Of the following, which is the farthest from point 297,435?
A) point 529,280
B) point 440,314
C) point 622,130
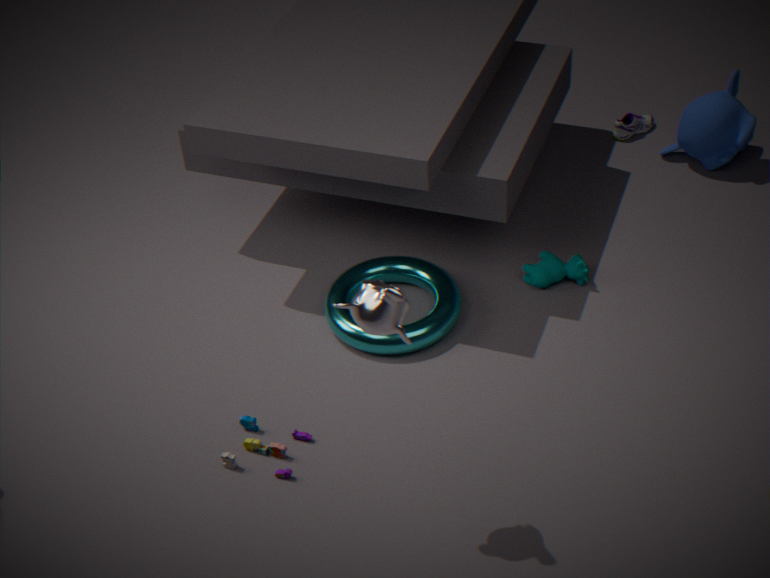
point 622,130
